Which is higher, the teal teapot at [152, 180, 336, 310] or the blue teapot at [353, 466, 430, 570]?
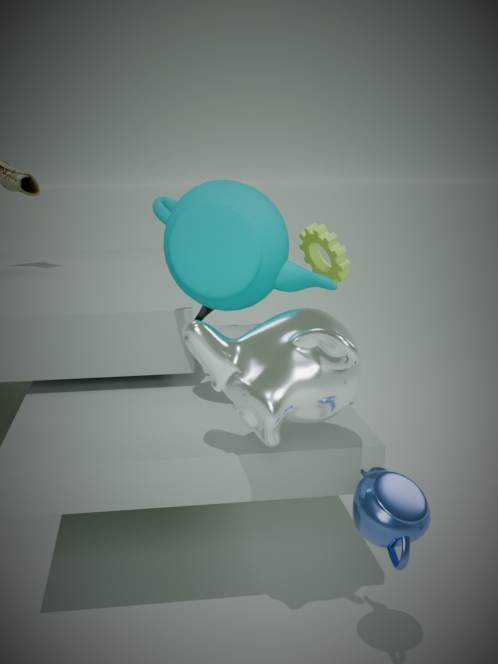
the teal teapot at [152, 180, 336, 310]
